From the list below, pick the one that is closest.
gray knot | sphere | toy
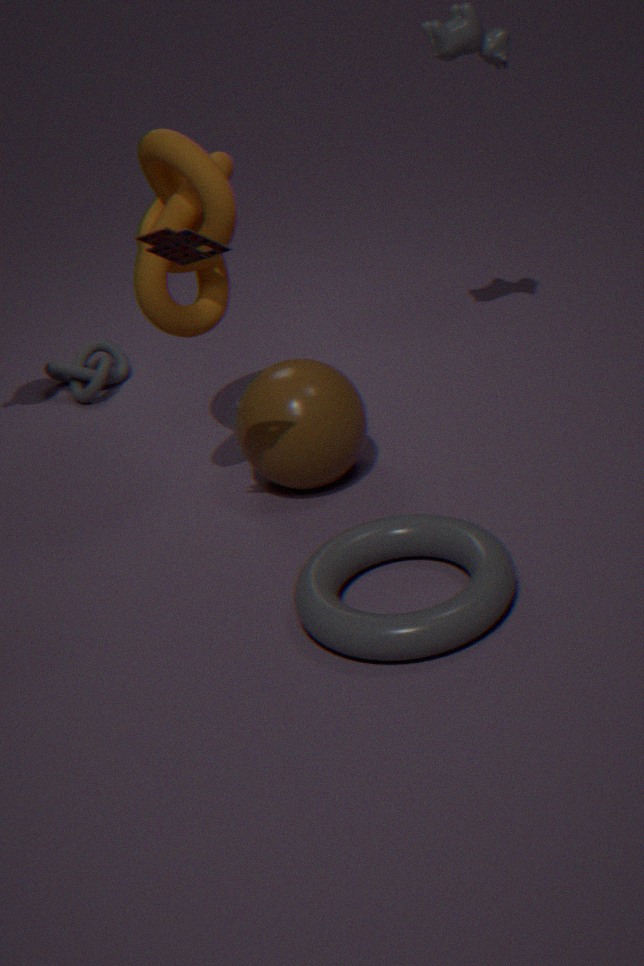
toy
